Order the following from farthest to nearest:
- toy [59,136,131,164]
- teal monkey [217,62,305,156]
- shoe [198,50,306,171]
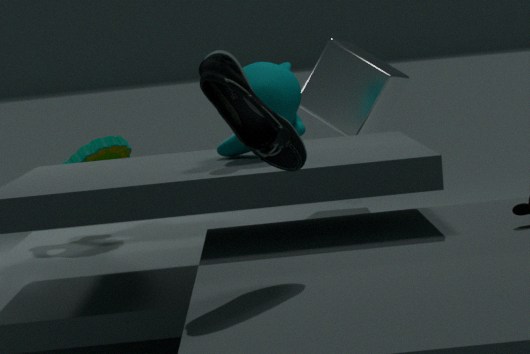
toy [59,136,131,164]
teal monkey [217,62,305,156]
shoe [198,50,306,171]
